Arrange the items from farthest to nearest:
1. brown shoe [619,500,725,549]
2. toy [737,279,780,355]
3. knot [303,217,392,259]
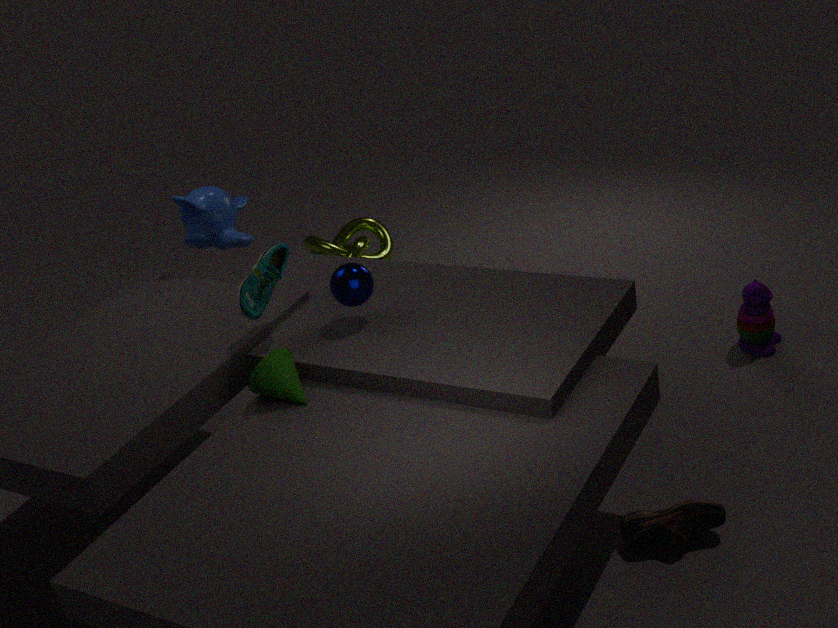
knot [303,217,392,259] → toy [737,279,780,355] → brown shoe [619,500,725,549]
